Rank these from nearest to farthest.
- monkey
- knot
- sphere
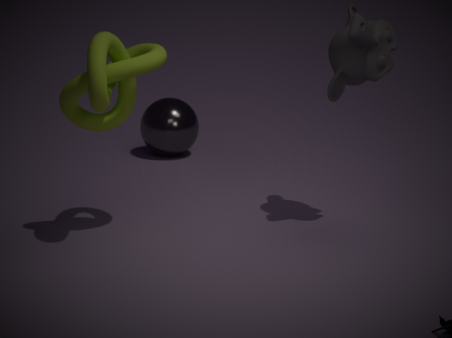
knot
monkey
sphere
